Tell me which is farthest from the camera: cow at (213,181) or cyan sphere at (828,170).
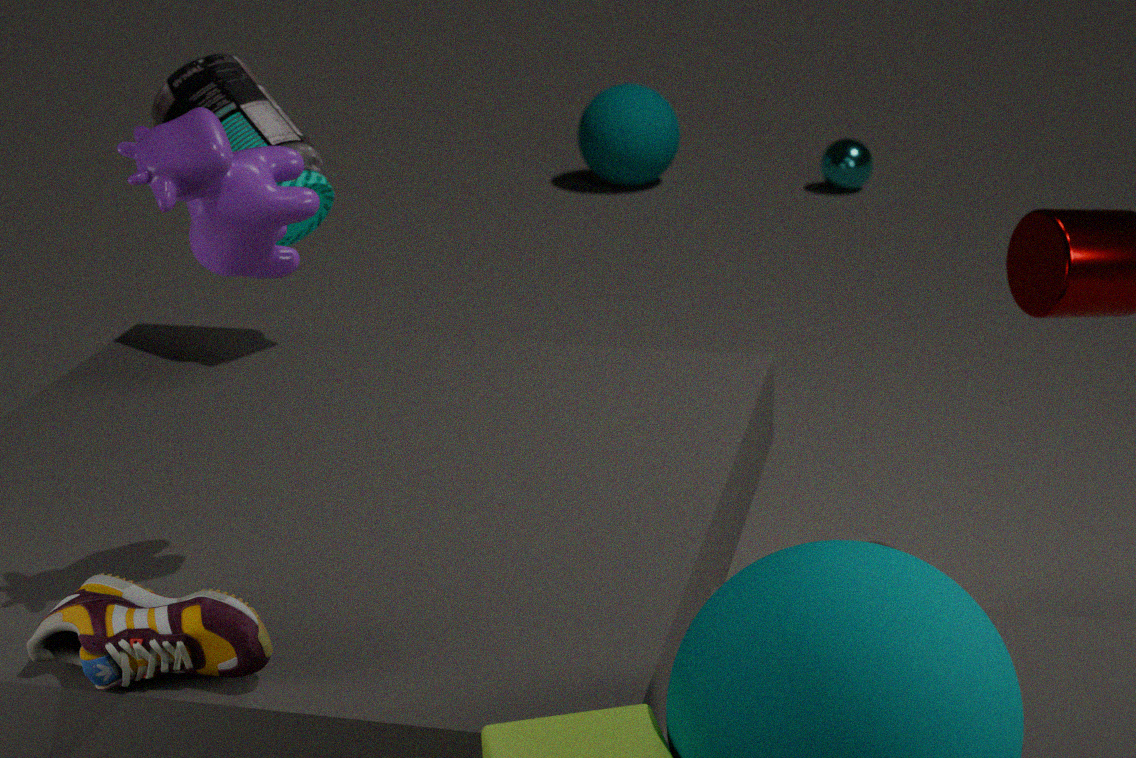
cyan sphere at (828,170)
